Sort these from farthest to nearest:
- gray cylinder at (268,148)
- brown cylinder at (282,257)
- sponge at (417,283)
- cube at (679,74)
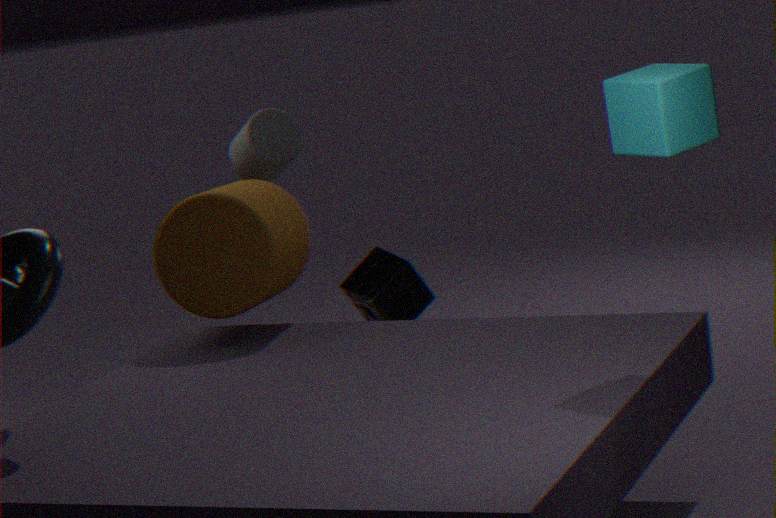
sponge at (417,283) → gray cylinder at (268,148) → brown cylinder at (282,257) → cube at (679,74)
